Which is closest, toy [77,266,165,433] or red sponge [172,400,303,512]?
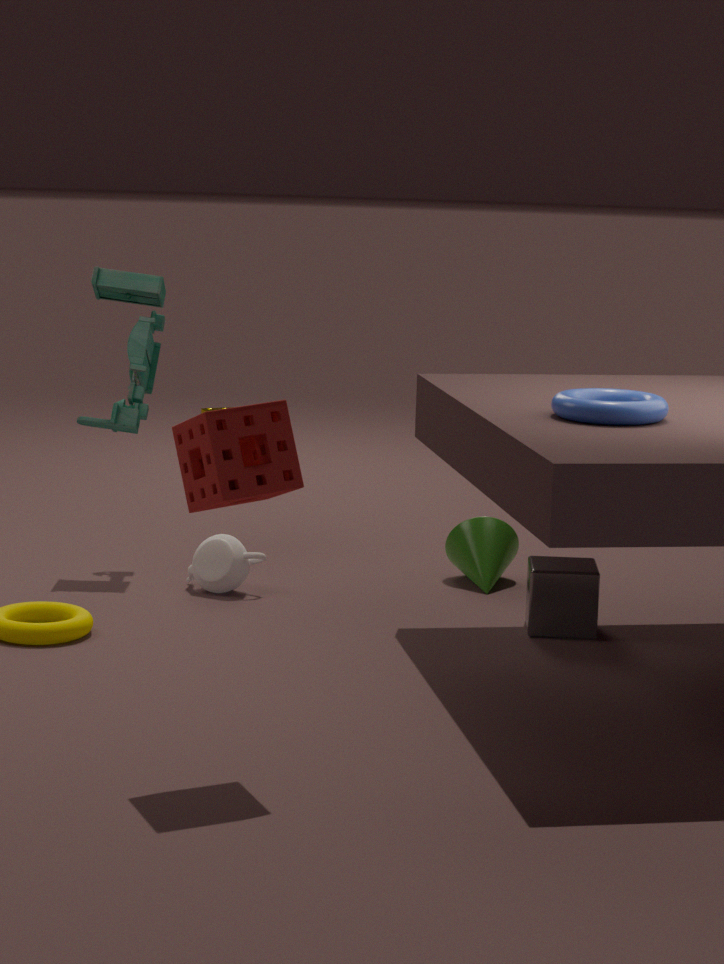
red sponge [172,400,303,512]
